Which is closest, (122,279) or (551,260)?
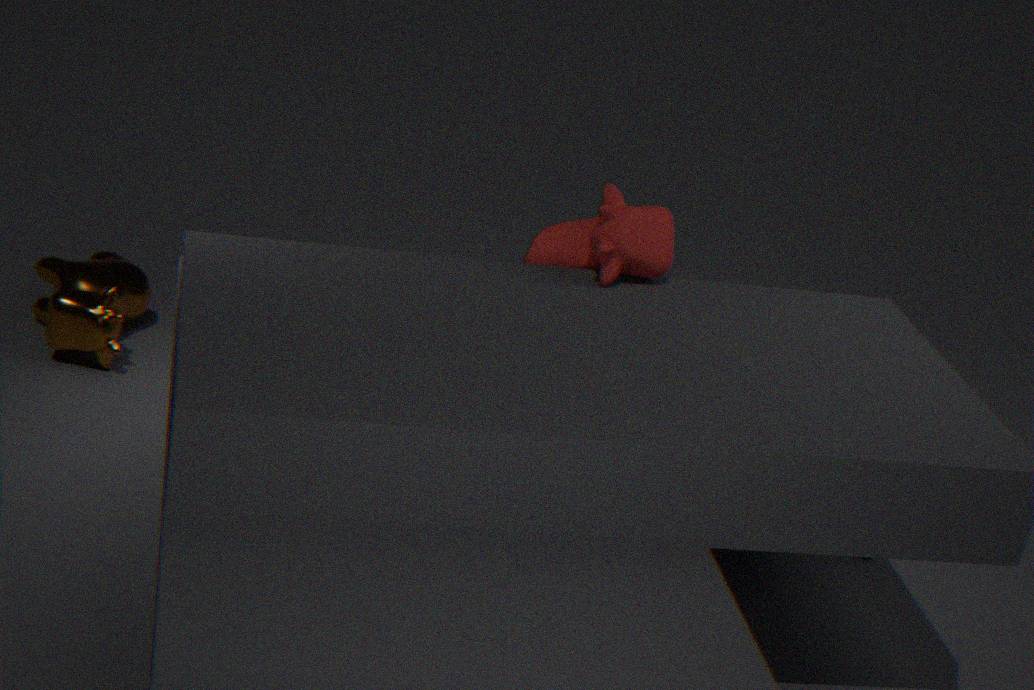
(551,260)
